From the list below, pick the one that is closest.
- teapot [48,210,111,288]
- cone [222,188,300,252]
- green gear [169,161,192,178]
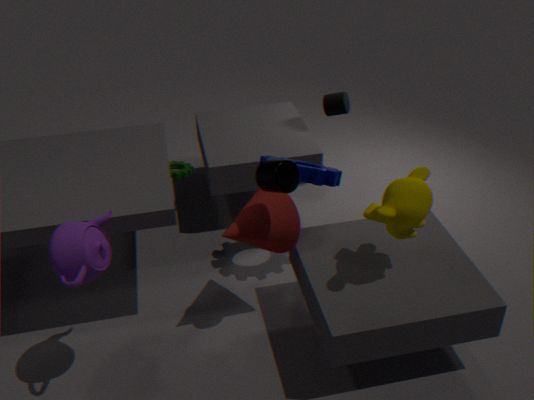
teapot [48,210,111,288]
